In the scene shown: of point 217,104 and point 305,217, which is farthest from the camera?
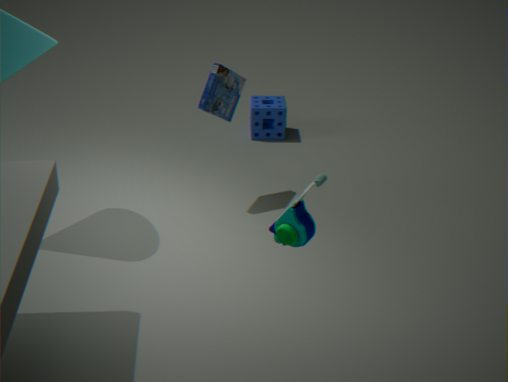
point 217,104
